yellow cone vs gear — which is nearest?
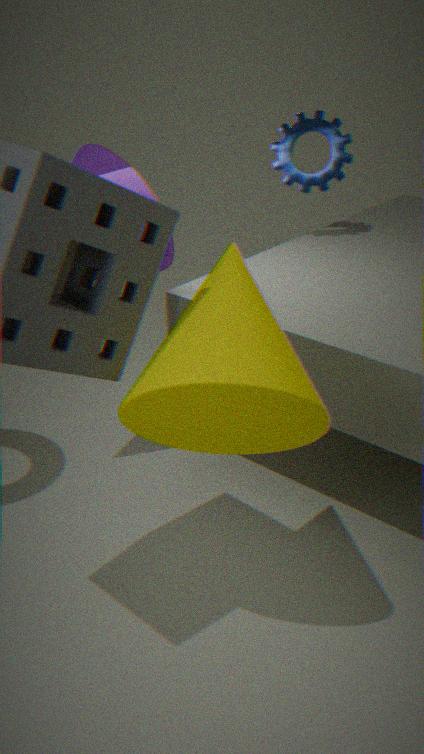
yellow cone
